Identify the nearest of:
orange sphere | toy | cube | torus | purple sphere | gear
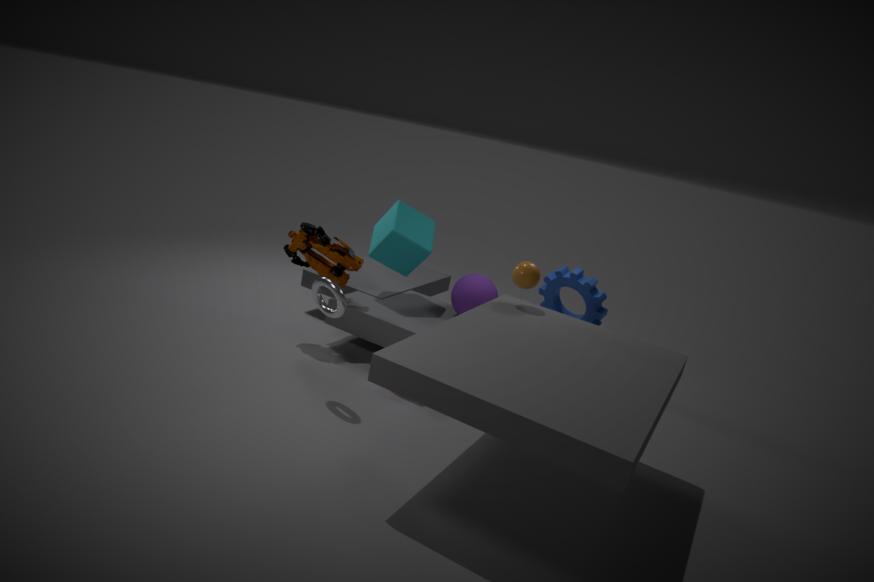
torus
